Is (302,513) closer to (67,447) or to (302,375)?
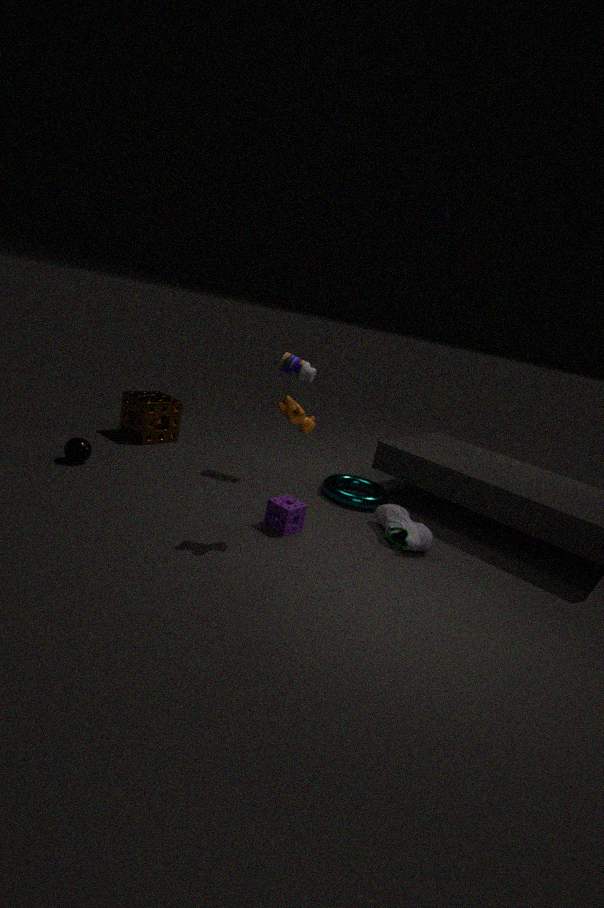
(302,375)
